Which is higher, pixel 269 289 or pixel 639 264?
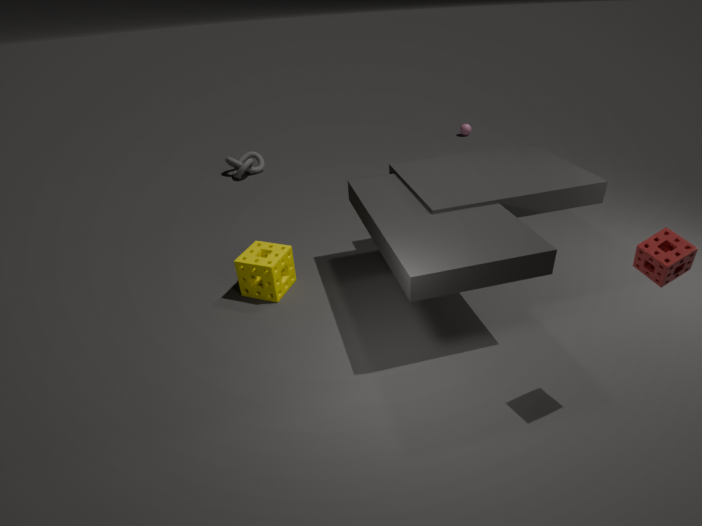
pixel 639 264
